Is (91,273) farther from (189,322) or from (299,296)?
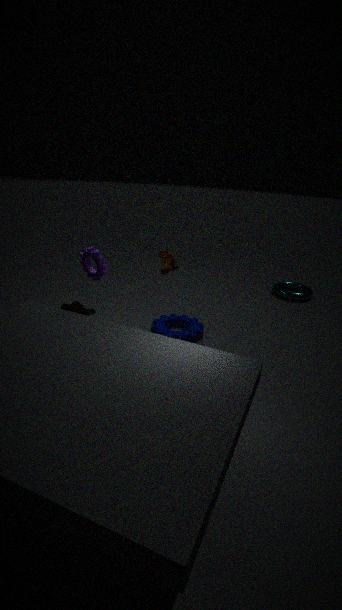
(299,296)
